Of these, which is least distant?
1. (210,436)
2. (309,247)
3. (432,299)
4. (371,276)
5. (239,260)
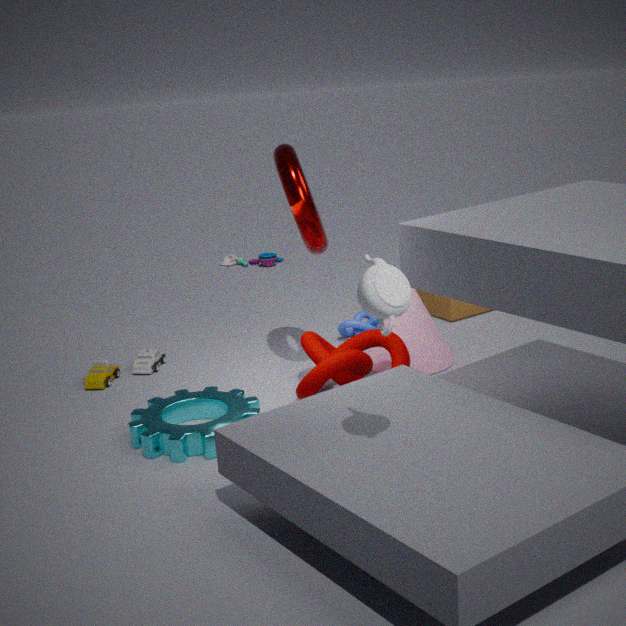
(371,276)
